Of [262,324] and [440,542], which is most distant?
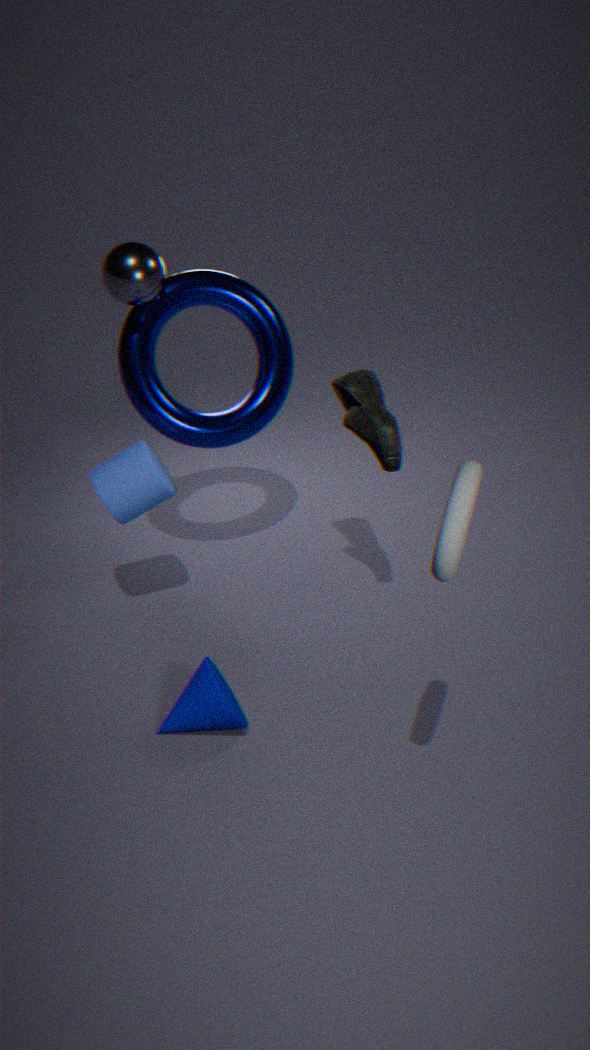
[262,324]
